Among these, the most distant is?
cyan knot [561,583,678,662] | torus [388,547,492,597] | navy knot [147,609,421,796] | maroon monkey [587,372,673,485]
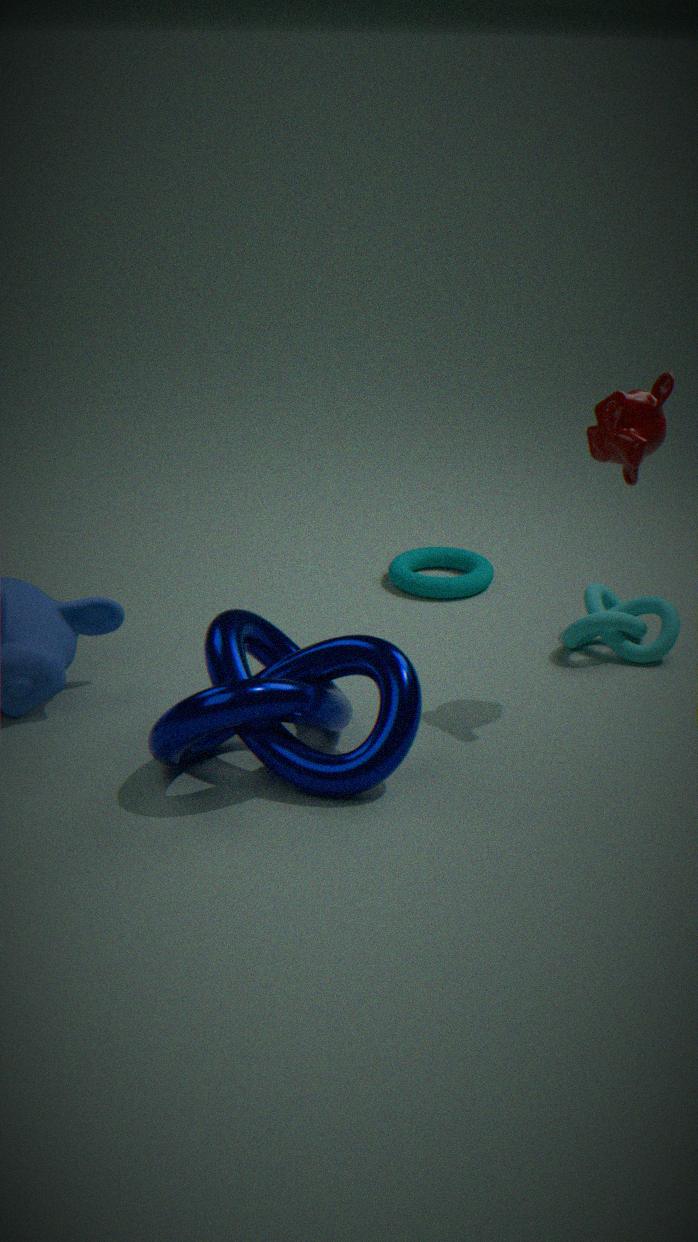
torus [388,547,492,597]
